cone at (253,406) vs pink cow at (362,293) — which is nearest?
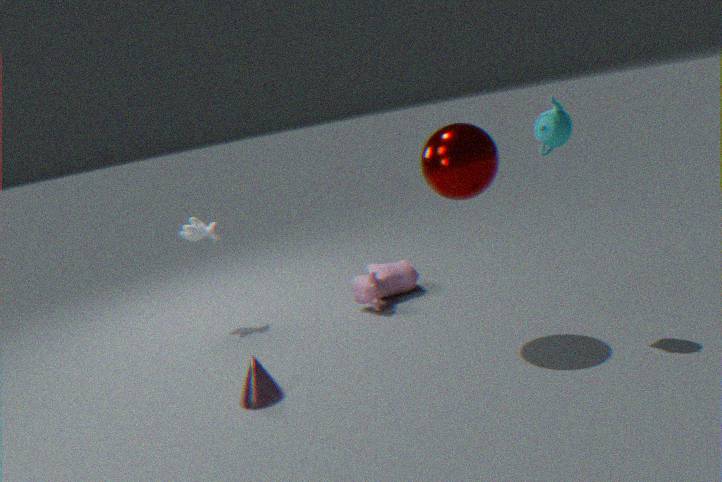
cone at (253,406)
